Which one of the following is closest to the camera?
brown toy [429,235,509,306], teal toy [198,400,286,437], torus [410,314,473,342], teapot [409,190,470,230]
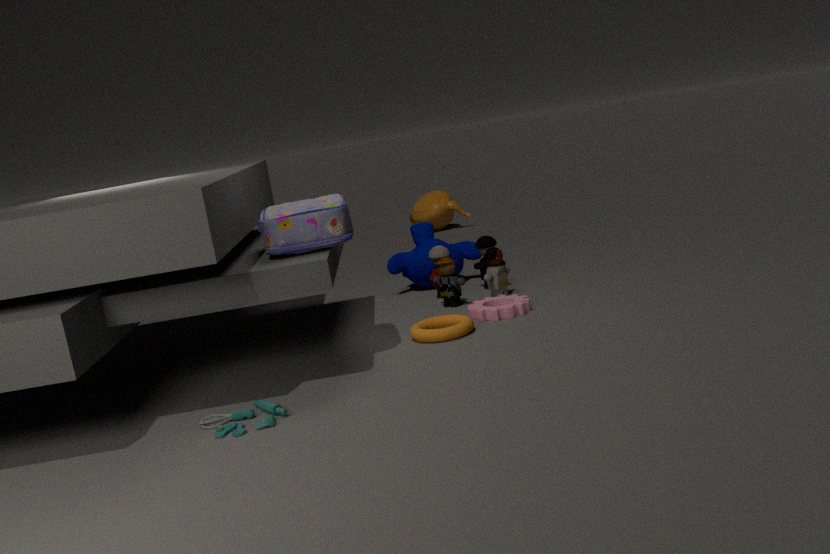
teal toy [198,400,286,437]
